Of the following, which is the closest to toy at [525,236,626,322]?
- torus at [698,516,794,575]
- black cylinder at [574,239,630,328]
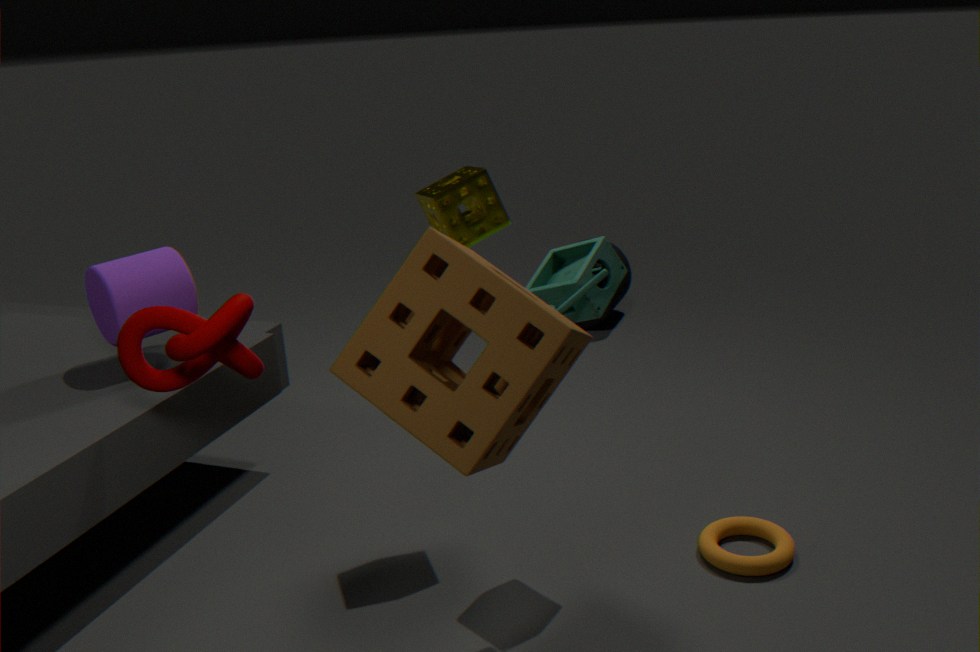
torus at [698,516,794,575]
